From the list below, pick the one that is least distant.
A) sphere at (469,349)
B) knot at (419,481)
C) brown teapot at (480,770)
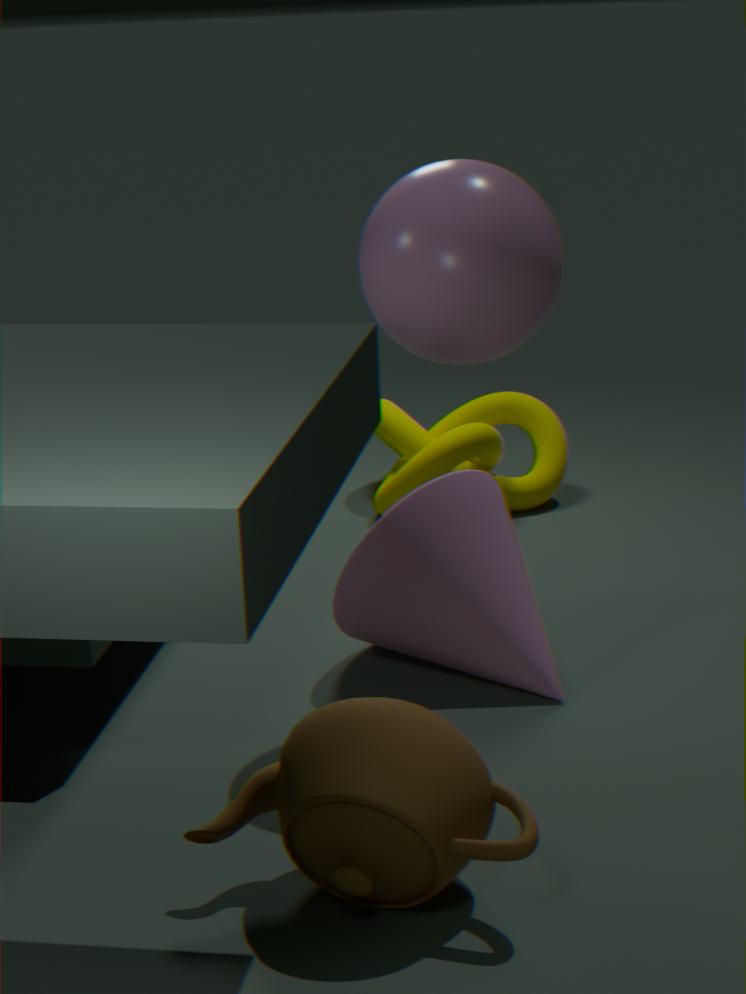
brown teapot at (480,770)
